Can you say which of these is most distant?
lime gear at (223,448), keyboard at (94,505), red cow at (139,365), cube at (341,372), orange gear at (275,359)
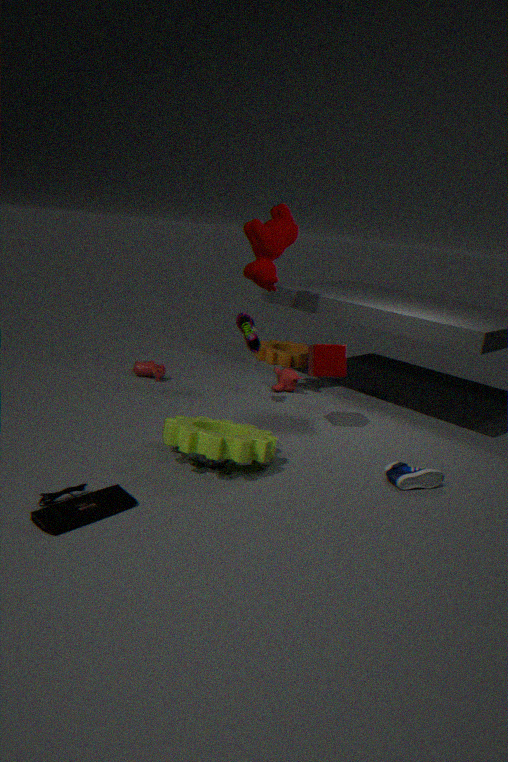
orange gear at (275,359)
